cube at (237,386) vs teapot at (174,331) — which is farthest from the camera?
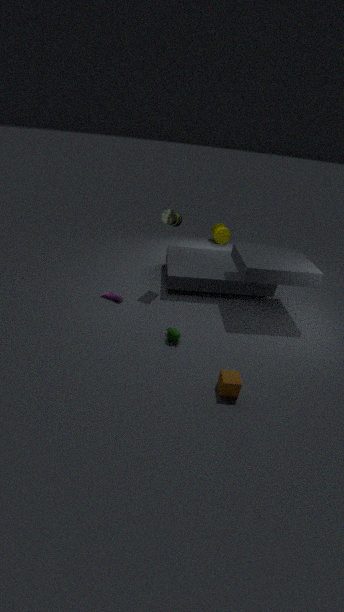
teapot at (174,331)
